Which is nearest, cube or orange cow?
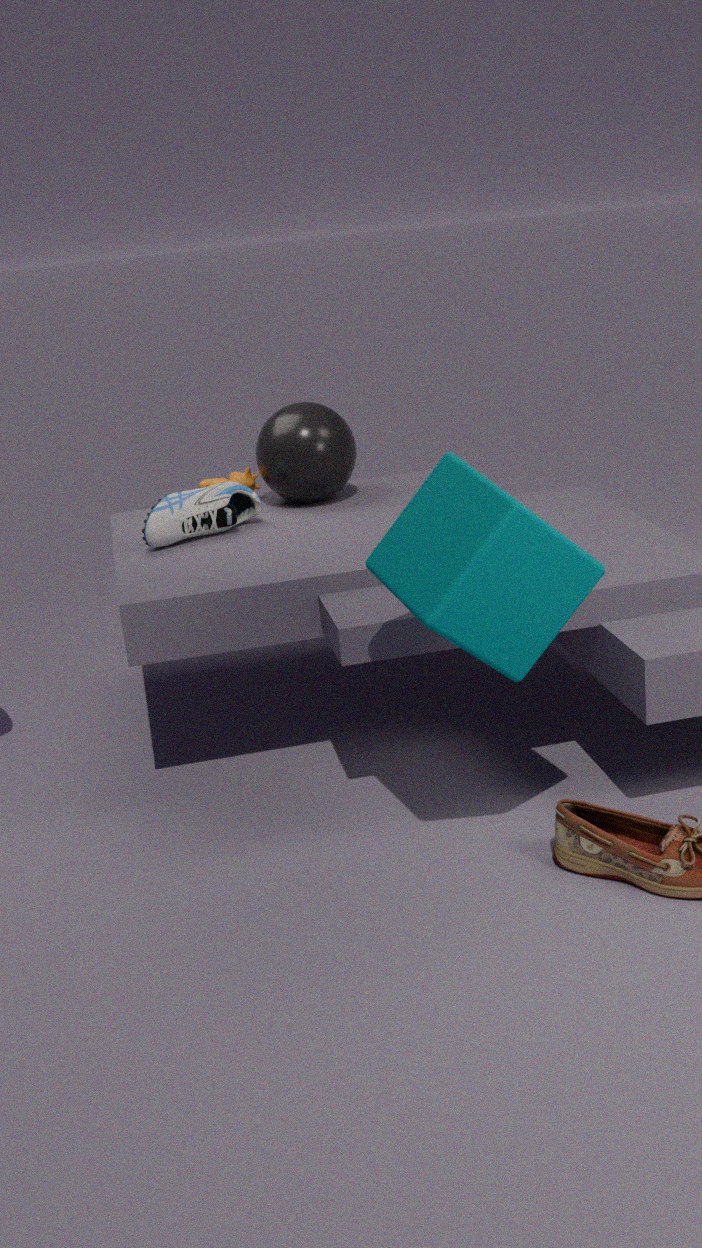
cube
